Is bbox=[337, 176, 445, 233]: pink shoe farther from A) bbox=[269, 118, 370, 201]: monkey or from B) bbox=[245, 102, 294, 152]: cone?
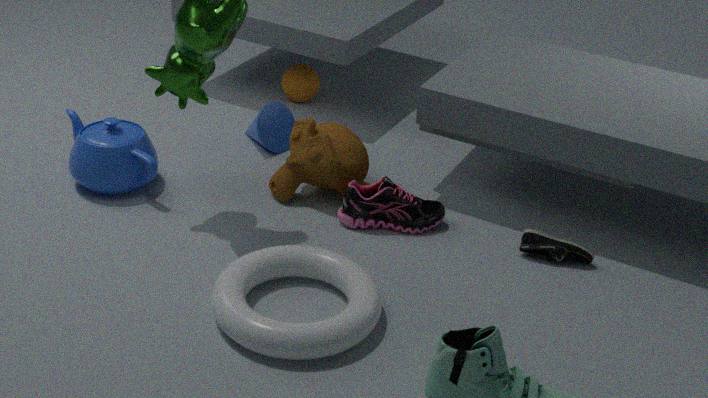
B) bbox=[245, 102, 294, 152]: cone
